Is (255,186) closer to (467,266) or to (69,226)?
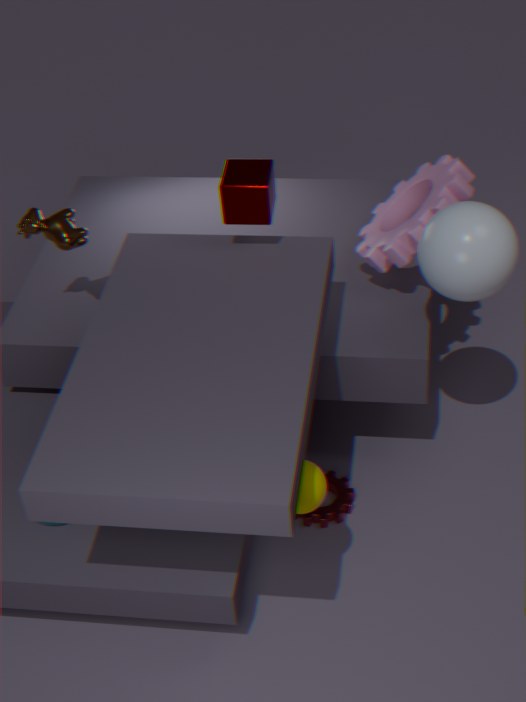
(69,226)
